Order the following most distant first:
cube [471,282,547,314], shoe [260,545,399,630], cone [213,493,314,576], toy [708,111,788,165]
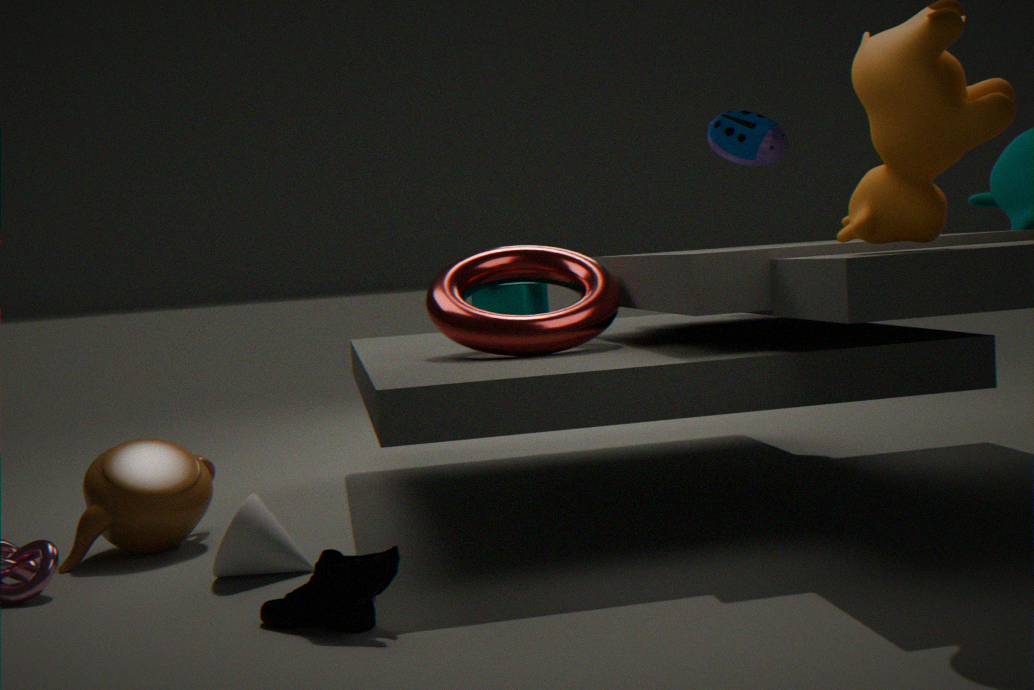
toy [708,111,788,165], cube [471,282,547,314], cone [213,493,314,576], shoe [260,545,399,630]
